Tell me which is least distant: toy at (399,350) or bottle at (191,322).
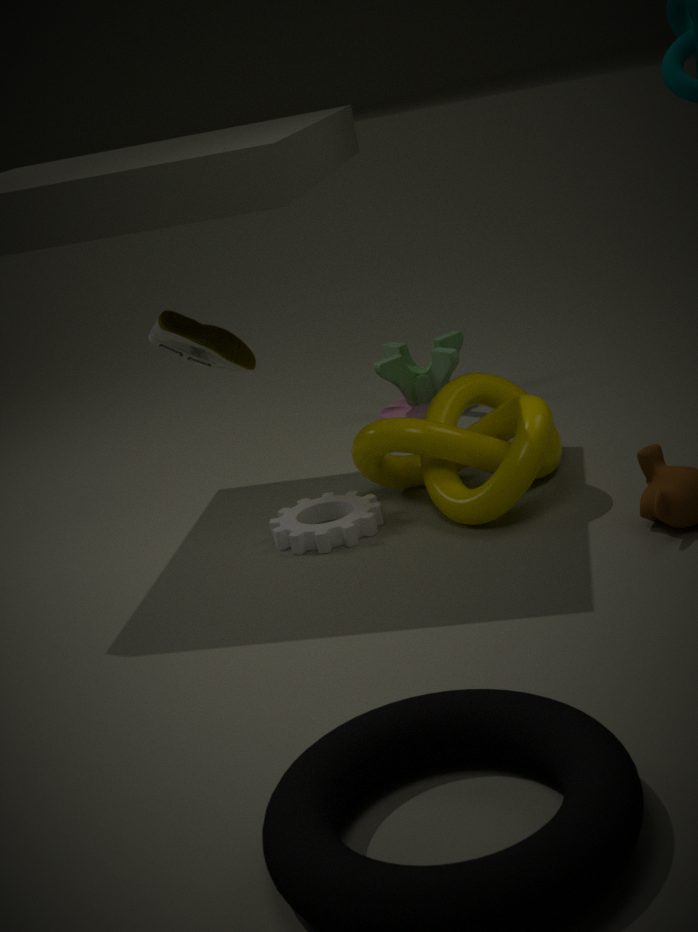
bottle at (191,322)
